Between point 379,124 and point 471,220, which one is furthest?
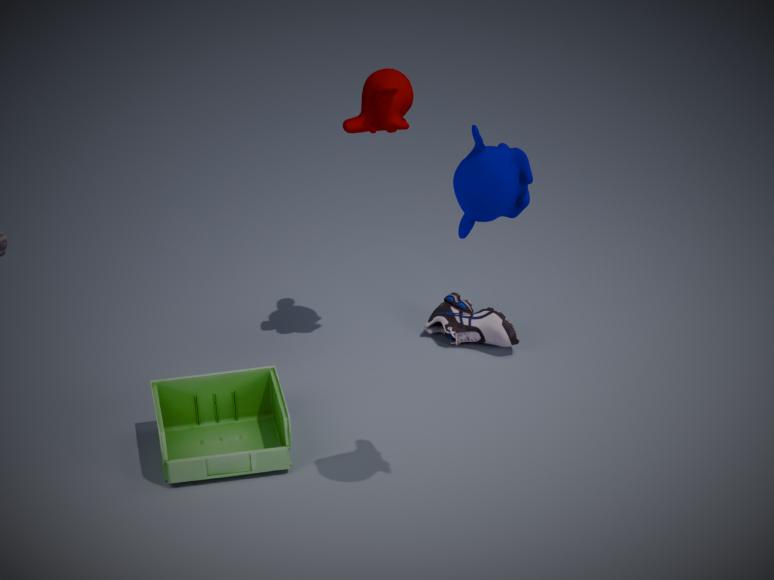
point 379,124
